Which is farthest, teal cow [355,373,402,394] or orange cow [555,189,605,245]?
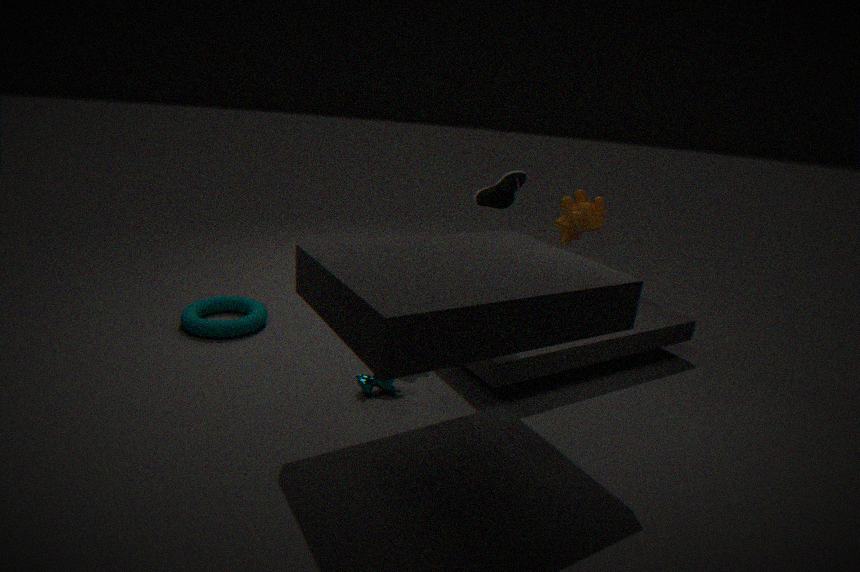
orange cow [555,189,605,245]
